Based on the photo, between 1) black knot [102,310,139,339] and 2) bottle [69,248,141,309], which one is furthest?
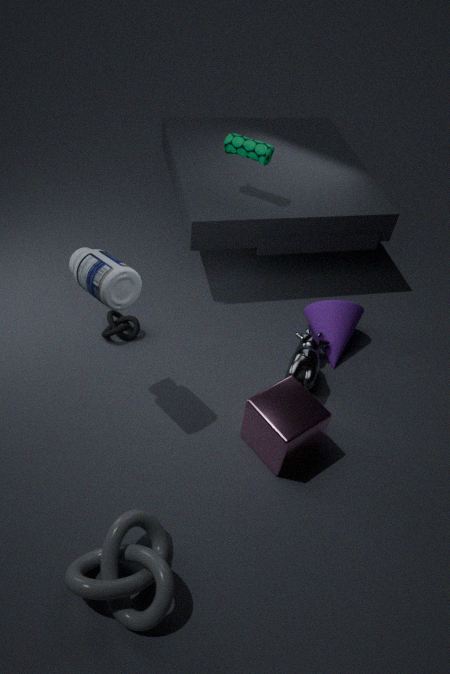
Answer: 1. black knot [102,310,139,339]
